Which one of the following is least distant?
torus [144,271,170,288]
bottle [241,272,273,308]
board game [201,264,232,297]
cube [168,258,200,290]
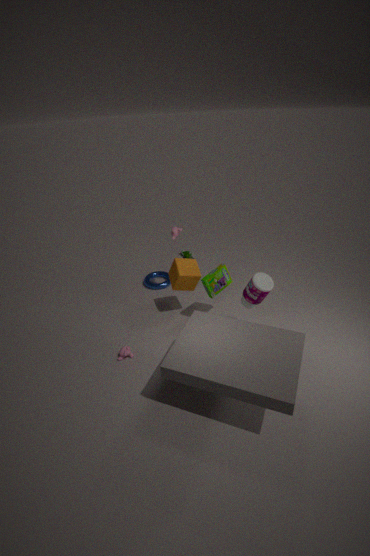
bottle [241,272,273,308]
